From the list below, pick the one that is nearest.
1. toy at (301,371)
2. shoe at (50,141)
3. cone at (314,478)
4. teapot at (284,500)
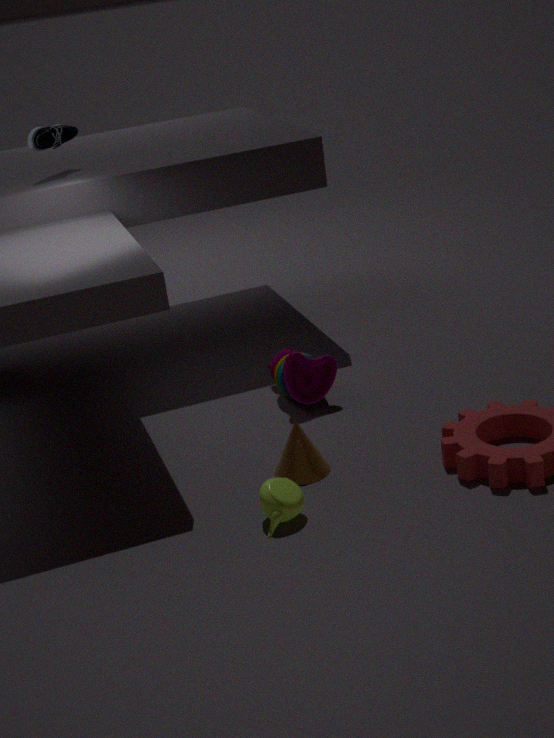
teapot at (284,500)
